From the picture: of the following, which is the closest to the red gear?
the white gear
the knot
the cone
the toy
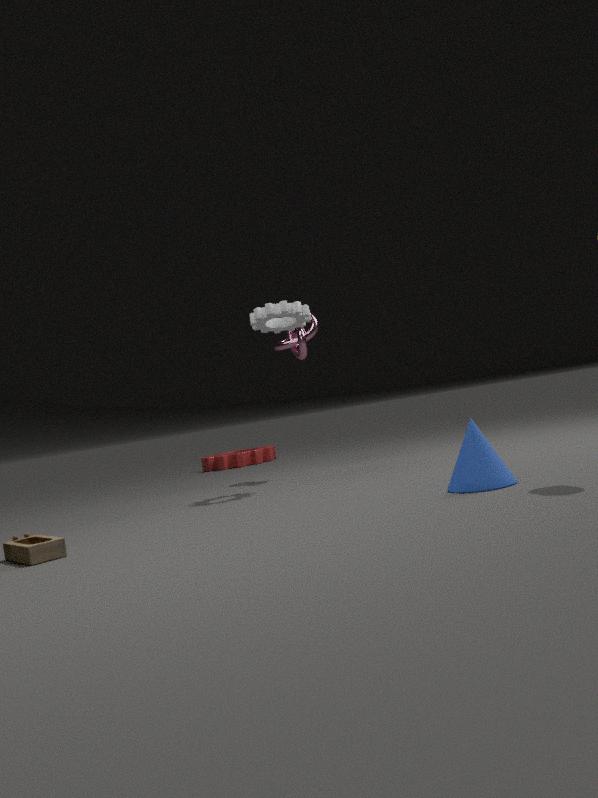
the knot
